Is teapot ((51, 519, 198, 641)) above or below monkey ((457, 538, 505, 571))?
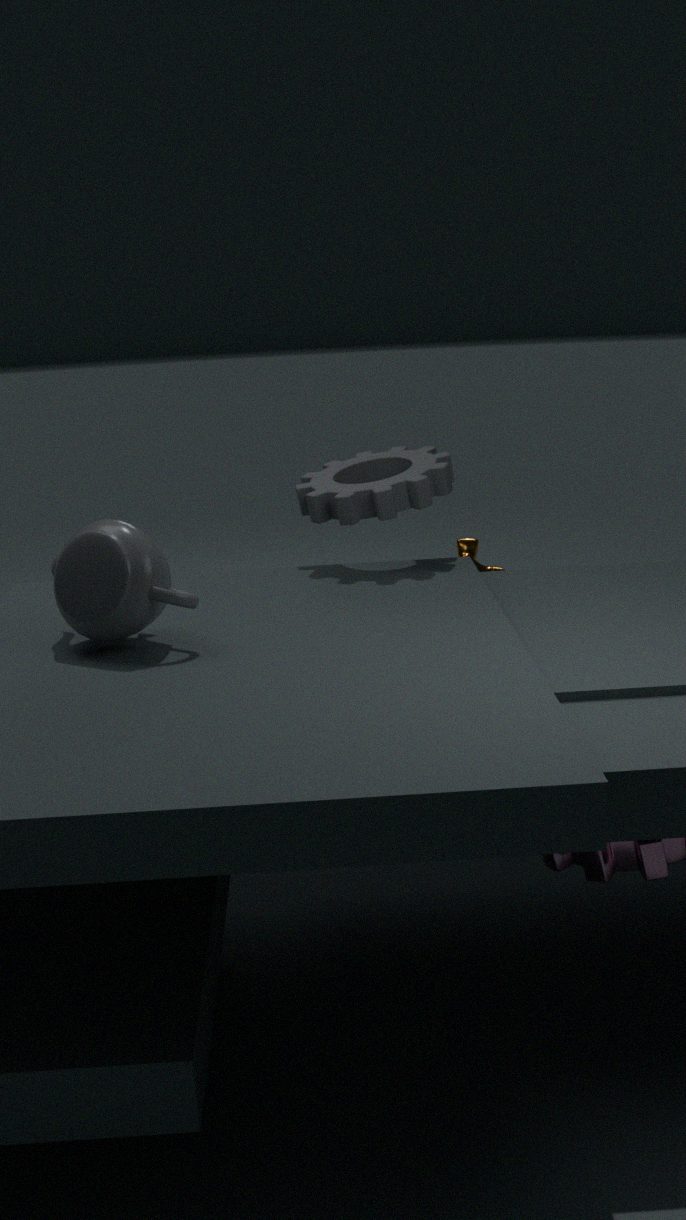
above
